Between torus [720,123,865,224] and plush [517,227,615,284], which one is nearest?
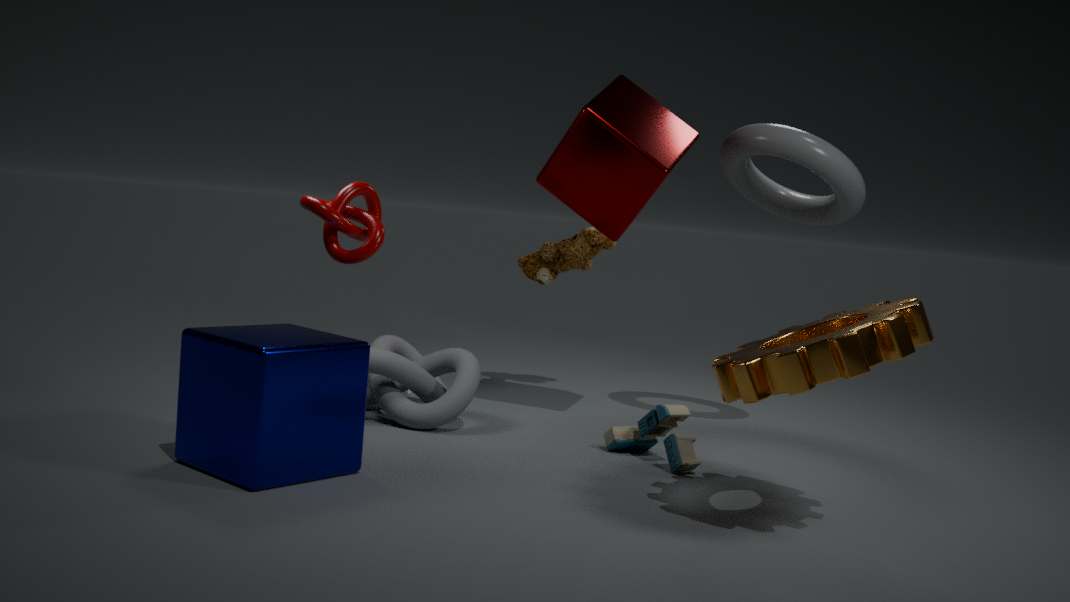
torus [720,123,865,224]
